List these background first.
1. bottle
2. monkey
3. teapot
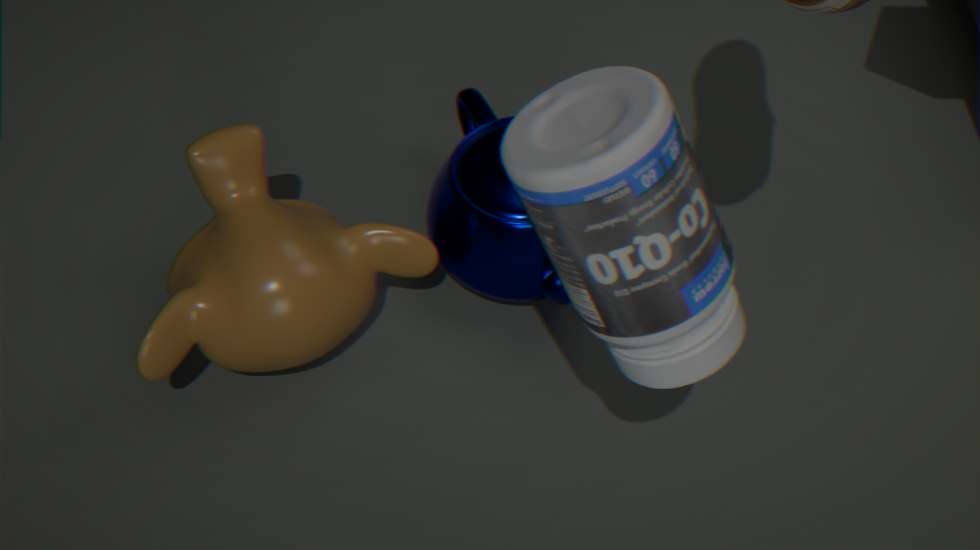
teapot
monkey
bottle
